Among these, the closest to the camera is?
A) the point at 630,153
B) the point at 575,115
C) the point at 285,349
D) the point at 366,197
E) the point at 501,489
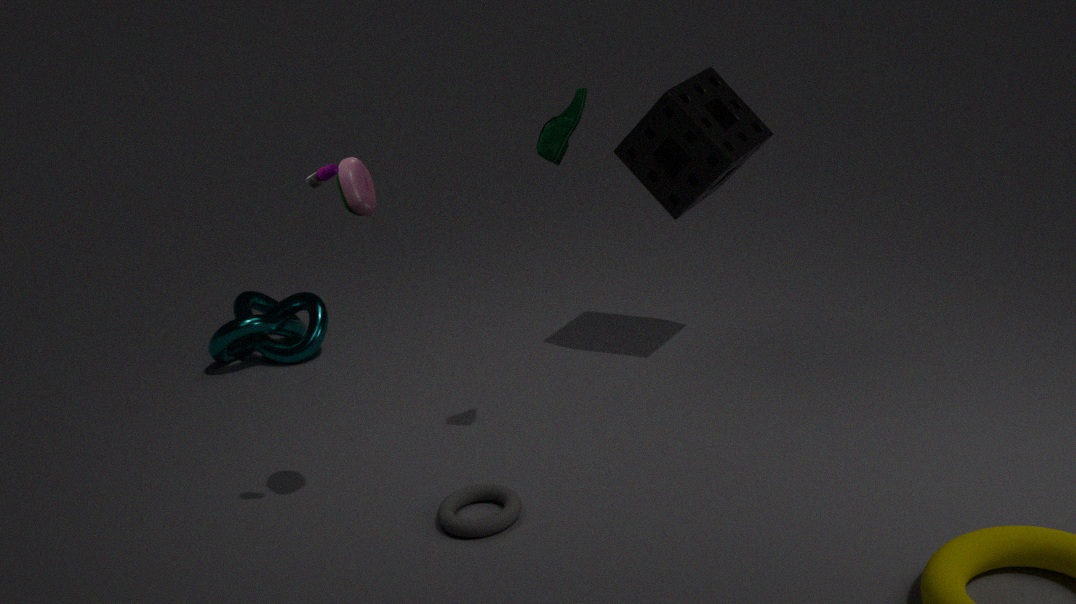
the point at 366,197
